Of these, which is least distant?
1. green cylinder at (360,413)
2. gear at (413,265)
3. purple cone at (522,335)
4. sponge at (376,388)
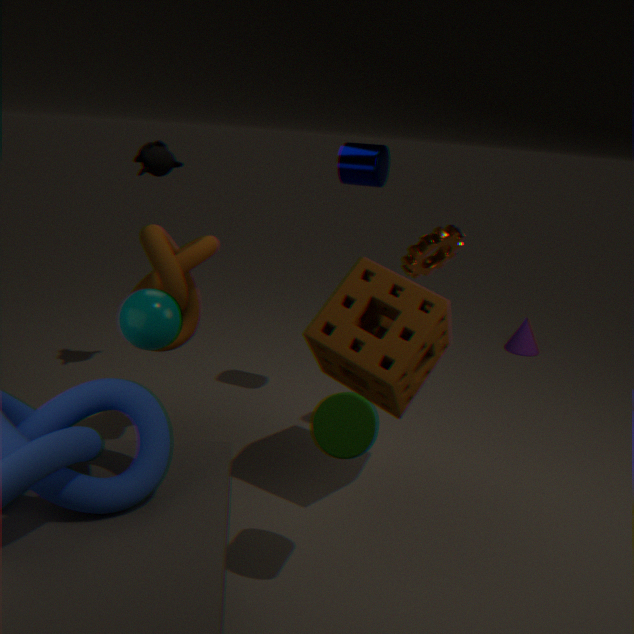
green cylinder at (360,413)
